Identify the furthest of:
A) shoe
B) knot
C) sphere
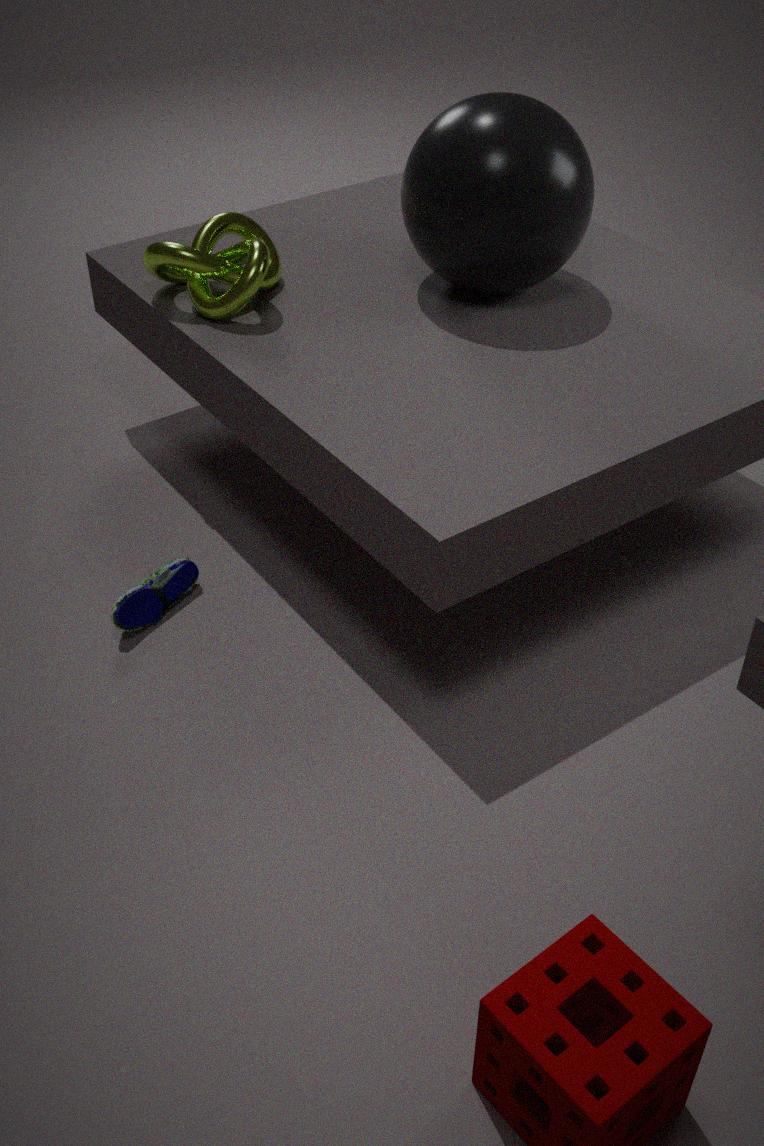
B. knot
